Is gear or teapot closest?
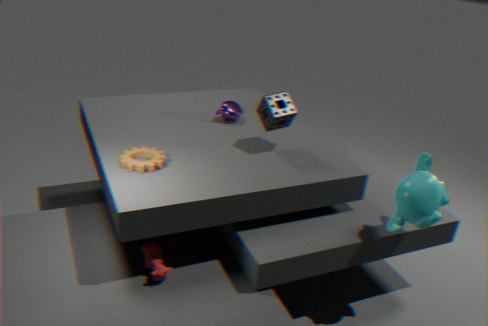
gear
